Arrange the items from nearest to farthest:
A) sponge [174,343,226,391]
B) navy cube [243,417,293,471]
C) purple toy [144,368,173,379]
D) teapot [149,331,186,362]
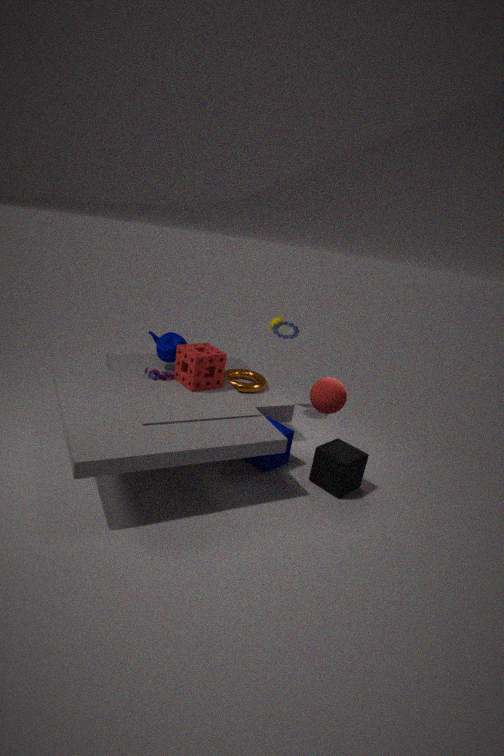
B. navy cube [243,417,293,471] → A. sponge [174,343,226,391] → C. purple toy [144,368,173,379] → D. teapot [149,331,186,362]
